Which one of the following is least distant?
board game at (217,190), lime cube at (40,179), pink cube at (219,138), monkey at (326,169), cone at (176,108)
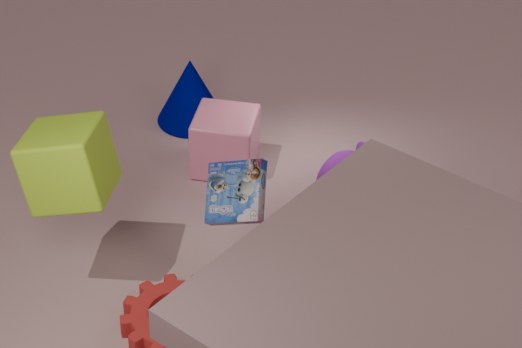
lime cube at (40,179)
